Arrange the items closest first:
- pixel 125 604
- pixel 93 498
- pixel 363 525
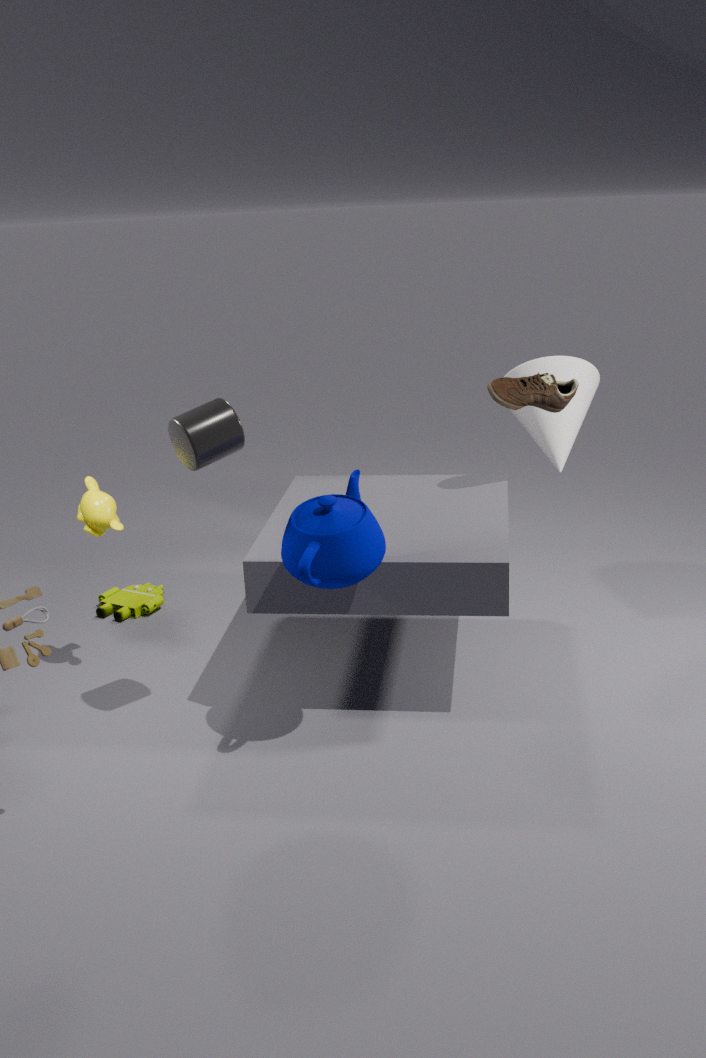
pixel 363 525, pixel 93 498, pixel 125 604
